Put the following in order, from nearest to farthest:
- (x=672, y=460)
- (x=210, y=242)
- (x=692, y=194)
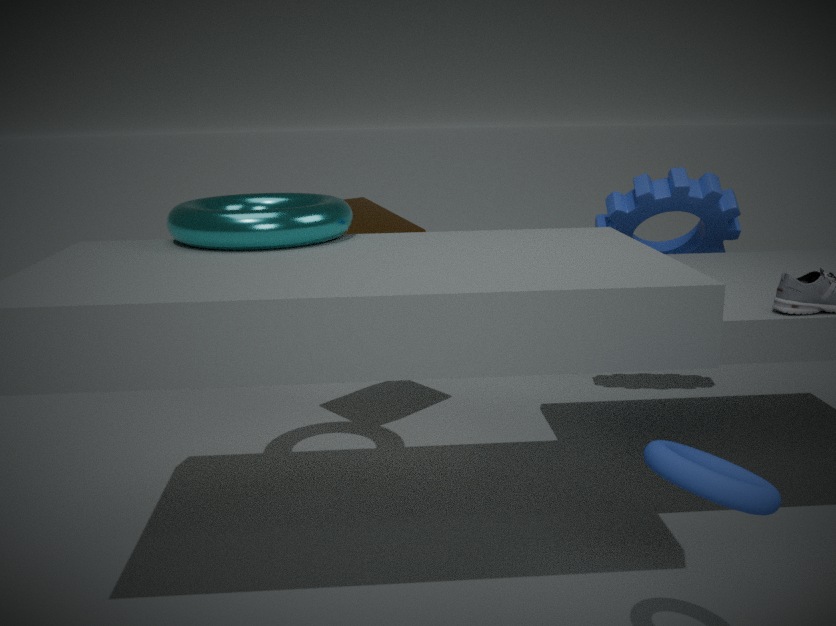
(x=672, y=460) < (x=210, y=242) < (x=692, y=194)
